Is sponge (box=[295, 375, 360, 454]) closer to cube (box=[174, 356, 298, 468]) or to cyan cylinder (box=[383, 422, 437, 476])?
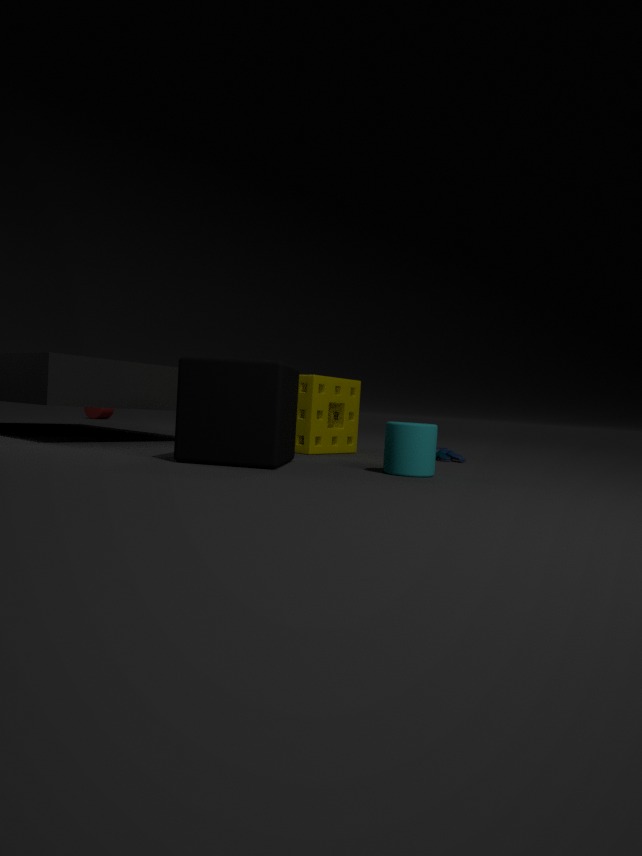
cube (box=[174, 356, 298, 468])
